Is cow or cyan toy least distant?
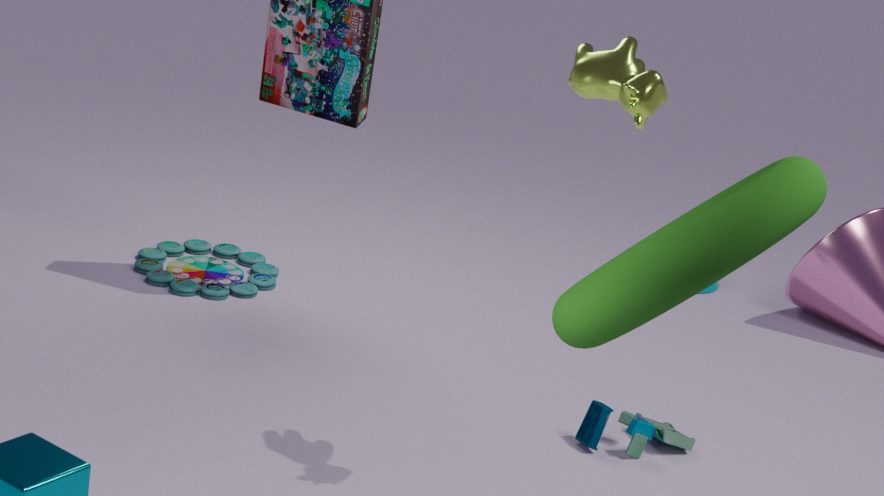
cow
